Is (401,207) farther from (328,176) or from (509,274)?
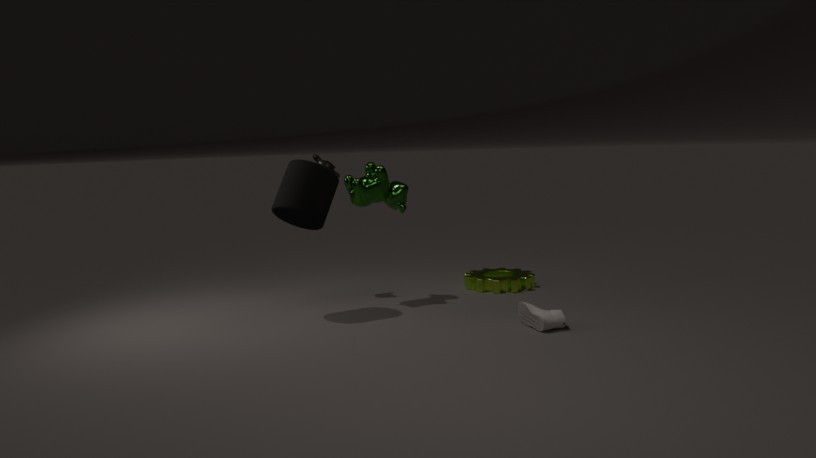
(509,274)
